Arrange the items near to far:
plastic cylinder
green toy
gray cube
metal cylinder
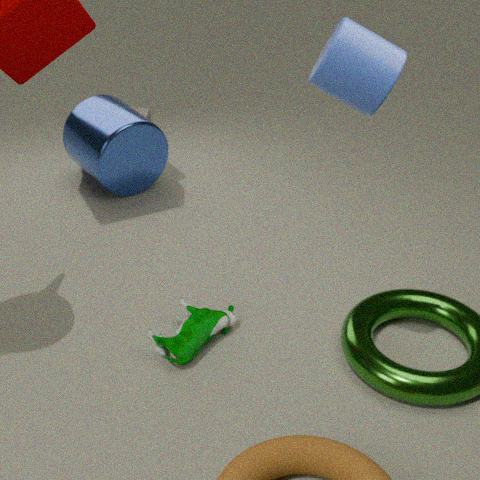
plastic cylinder, green toy, metal cylinder, gray cube
